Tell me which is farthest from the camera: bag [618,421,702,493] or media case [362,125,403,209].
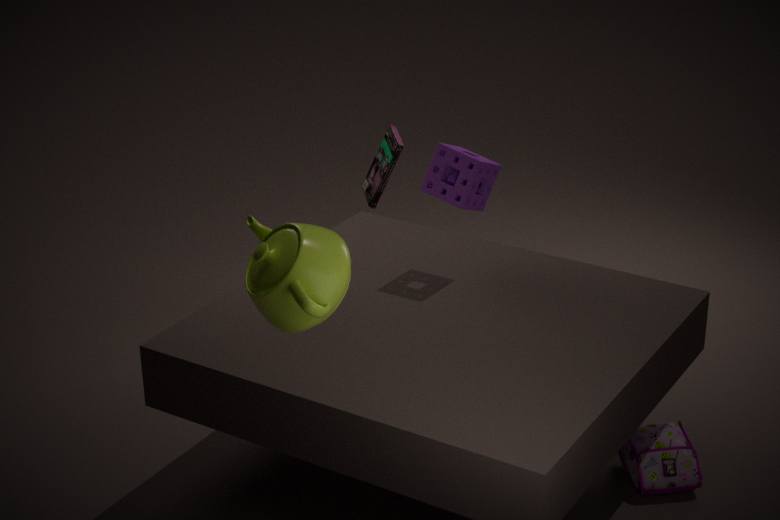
media case [362,125,403,209]
